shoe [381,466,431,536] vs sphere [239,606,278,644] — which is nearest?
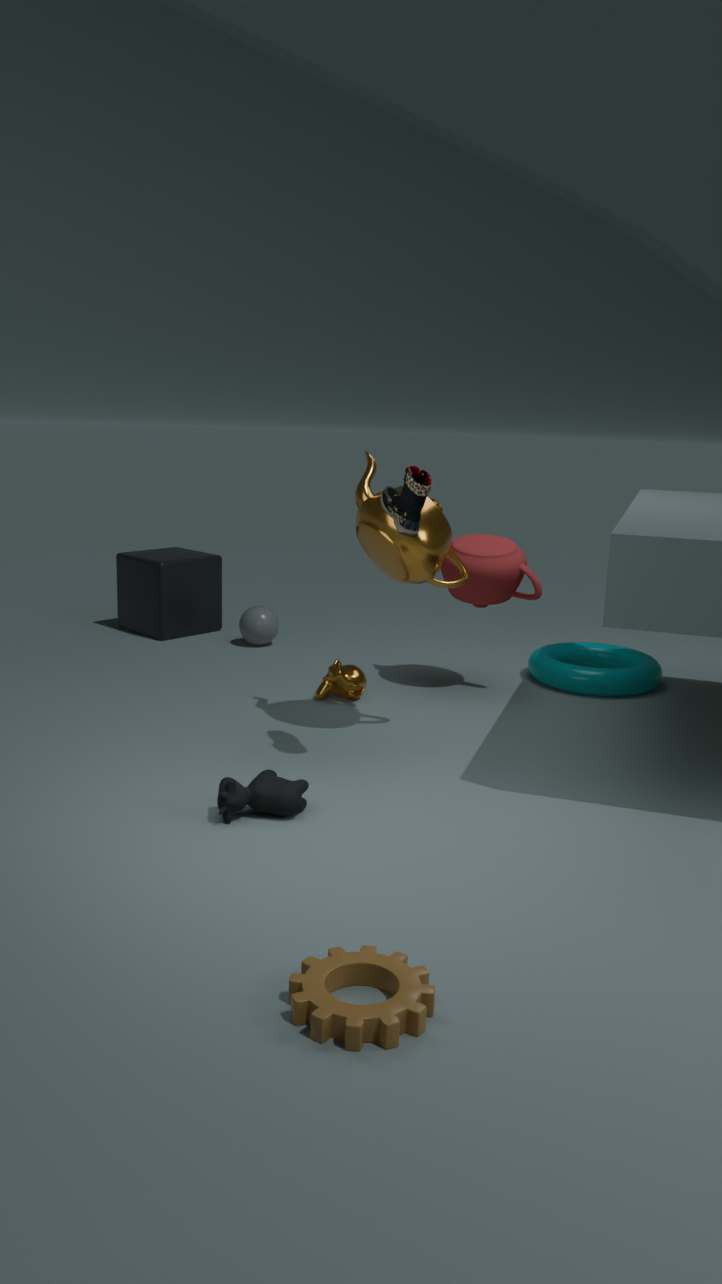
shoe [381,466,431,536]
